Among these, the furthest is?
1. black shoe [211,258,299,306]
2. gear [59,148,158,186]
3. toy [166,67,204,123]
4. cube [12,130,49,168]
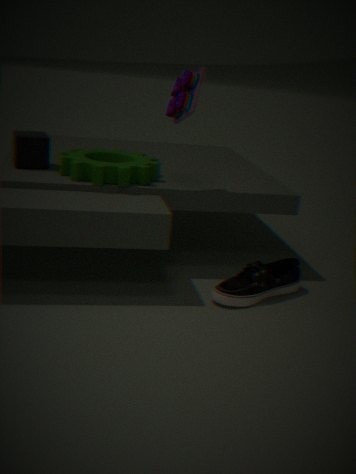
cube [12,130,49,168]
